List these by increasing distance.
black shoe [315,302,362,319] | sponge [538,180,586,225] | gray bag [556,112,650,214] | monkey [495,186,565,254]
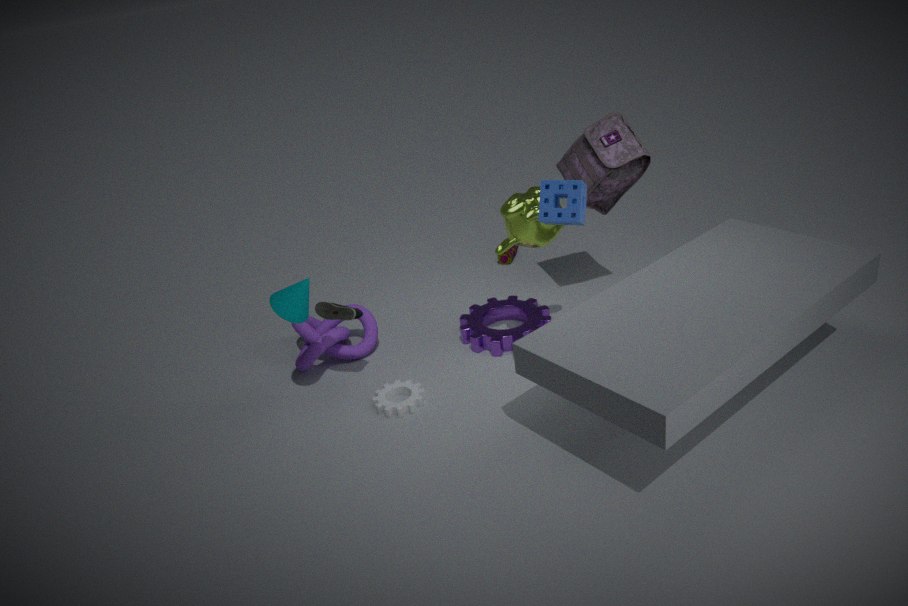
sponge [538,180,586,225] → monkey [495,186,565,254] → black shoe [315,302,362,319] → gray bag [556,112,650,214]
